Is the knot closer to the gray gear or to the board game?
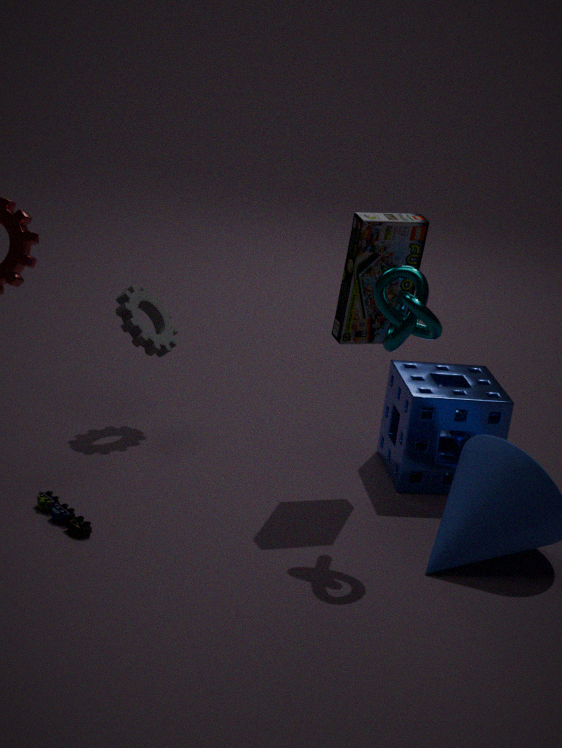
the board game
